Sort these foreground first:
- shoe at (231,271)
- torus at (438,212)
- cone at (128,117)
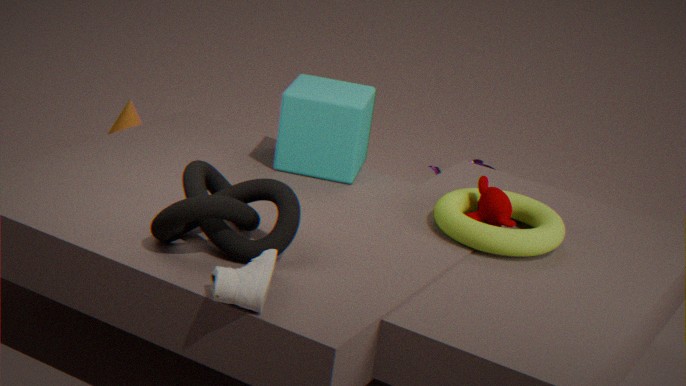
shoe at (231,271) < torus at (438,212) < cone at (128,117)
